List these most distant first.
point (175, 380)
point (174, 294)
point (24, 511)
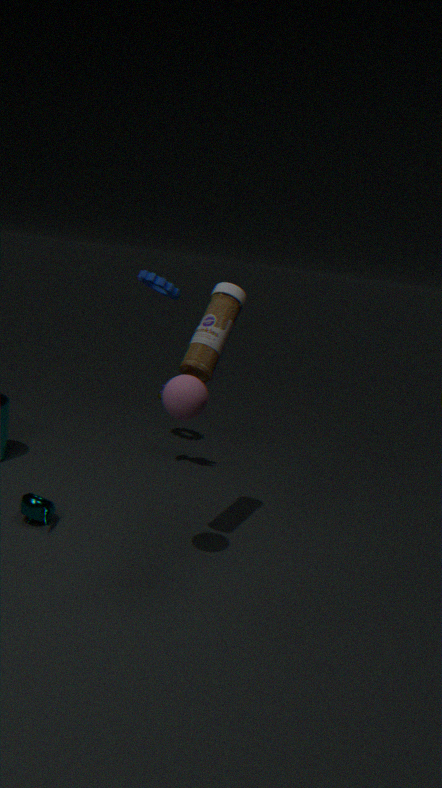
point (174, 294), point (24, 511), point (175, 380)
